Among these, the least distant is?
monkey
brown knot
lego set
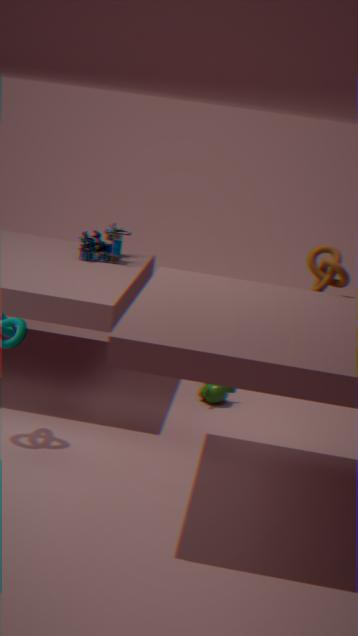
brown knot
